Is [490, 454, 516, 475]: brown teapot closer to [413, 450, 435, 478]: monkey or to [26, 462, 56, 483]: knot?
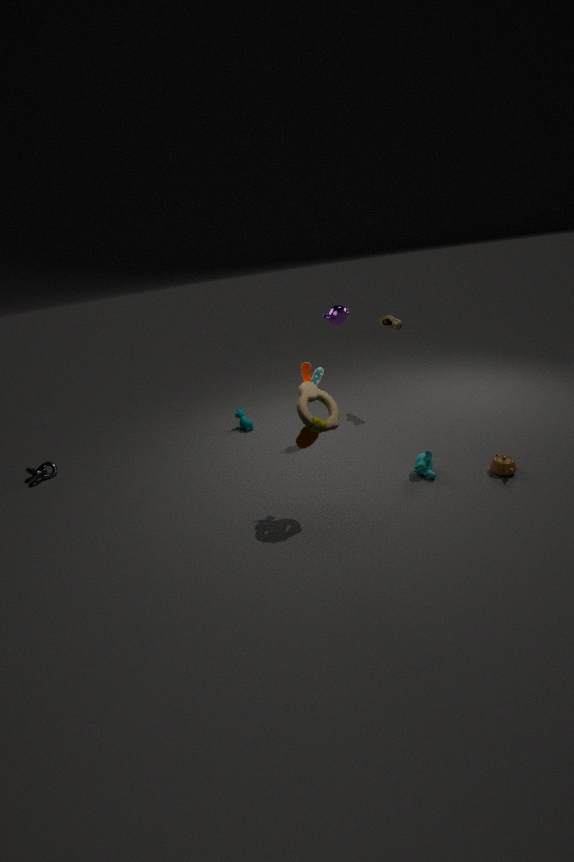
[413, 450, 435, 478]: monkey
